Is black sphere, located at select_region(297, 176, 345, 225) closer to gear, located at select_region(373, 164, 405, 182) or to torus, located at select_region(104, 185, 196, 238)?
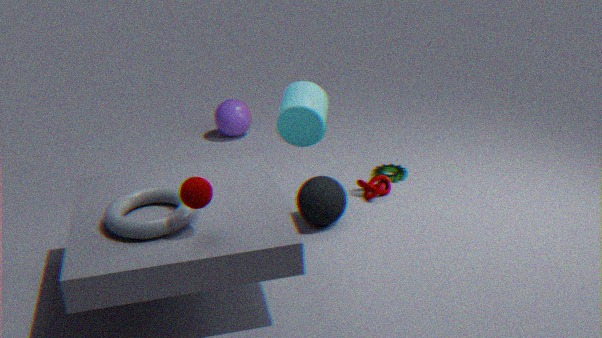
gear, located at select_region(373, 164, 405, 182)
